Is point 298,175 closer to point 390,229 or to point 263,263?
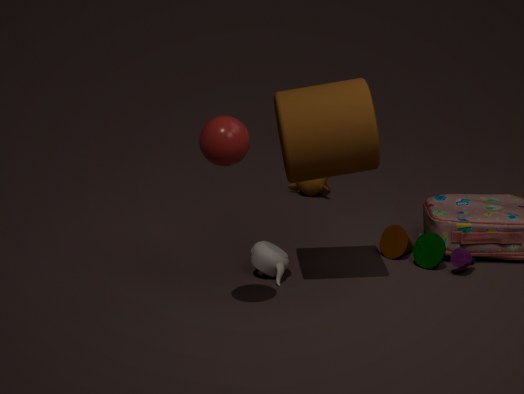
point 263,263
